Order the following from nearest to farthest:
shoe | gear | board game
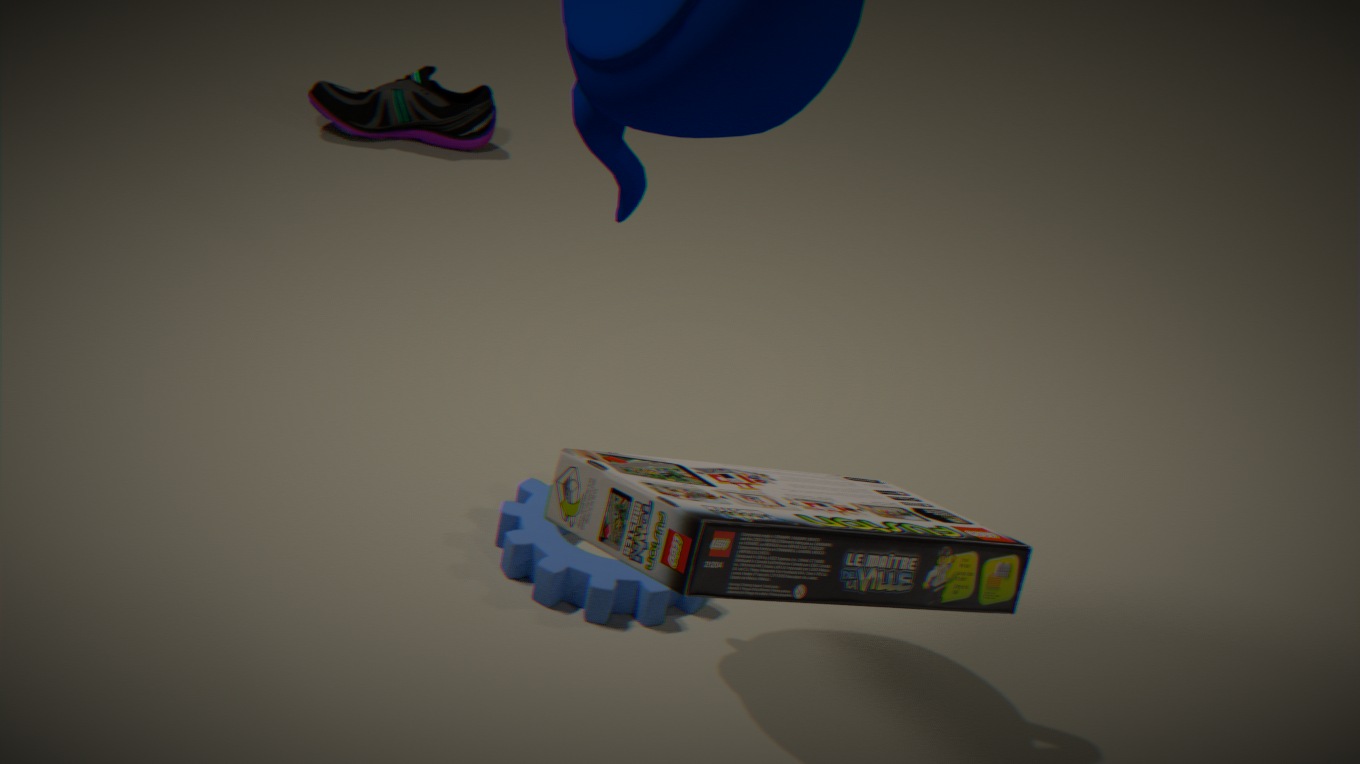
board game, gear, shoe
